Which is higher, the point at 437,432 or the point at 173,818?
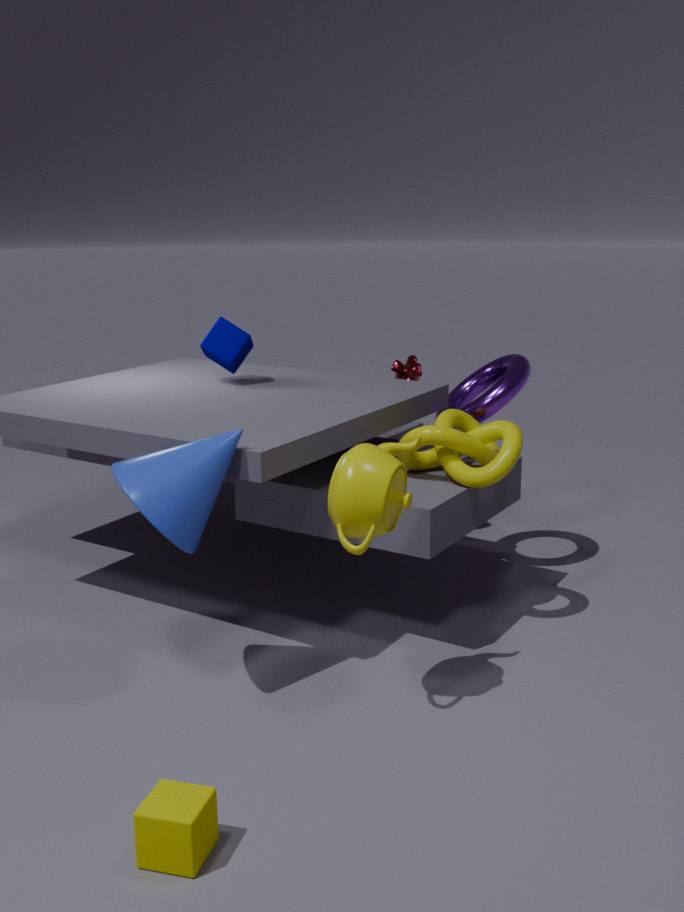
the point at 437,432
